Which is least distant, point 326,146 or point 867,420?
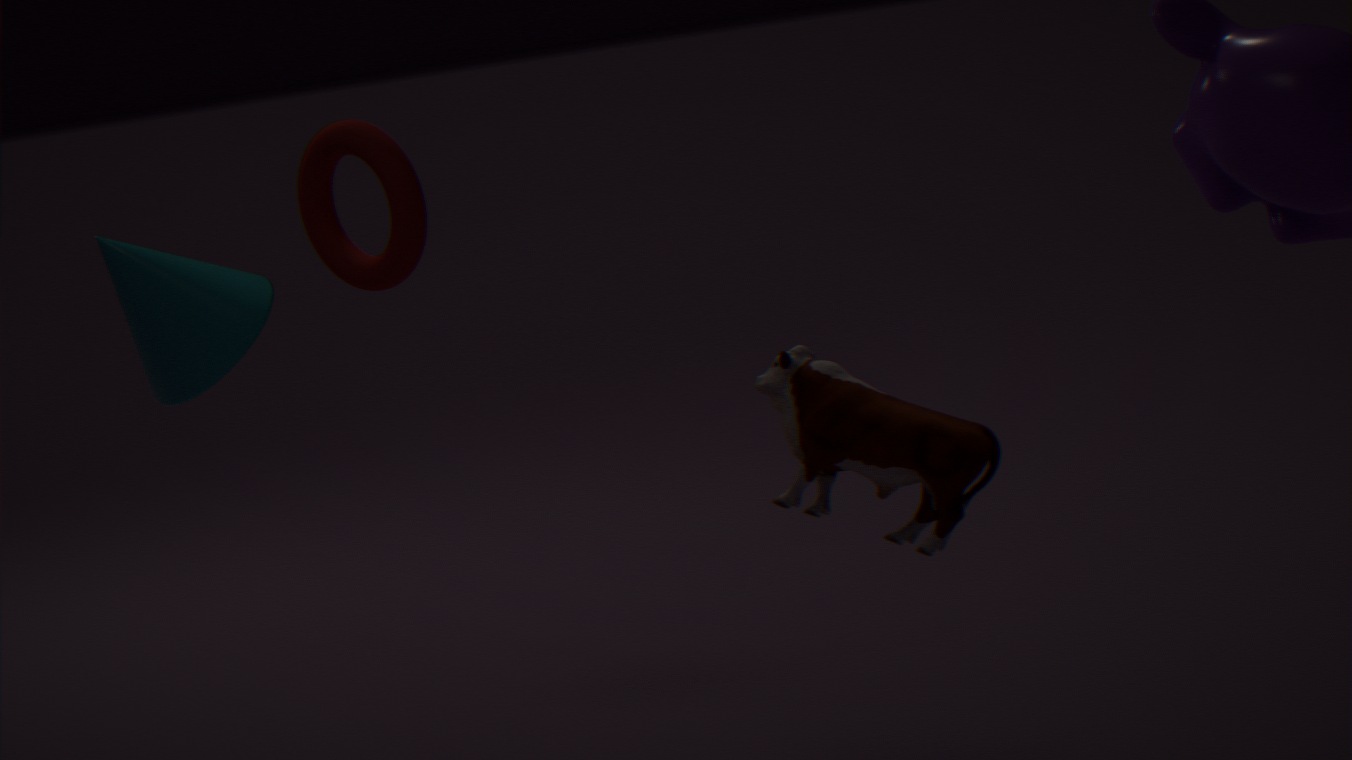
point 867,420
